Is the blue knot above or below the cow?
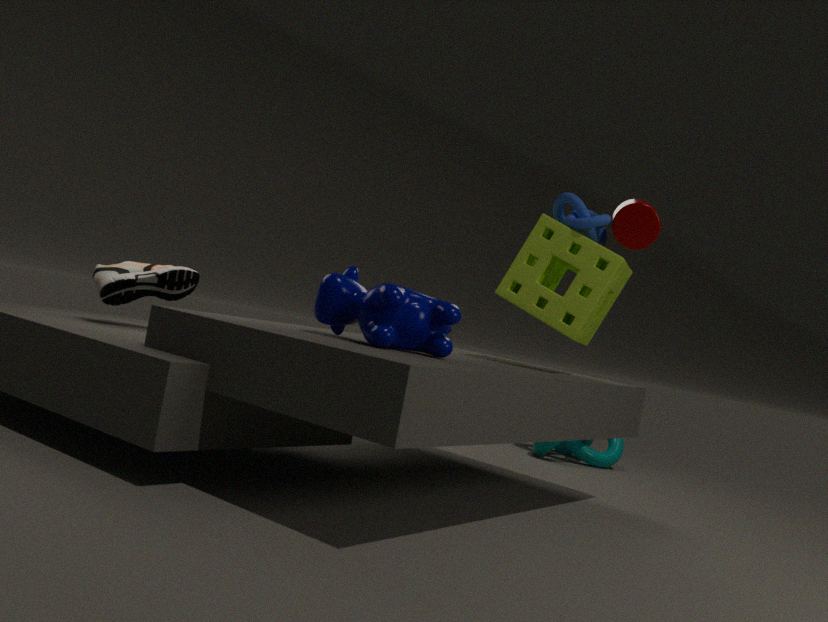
above
